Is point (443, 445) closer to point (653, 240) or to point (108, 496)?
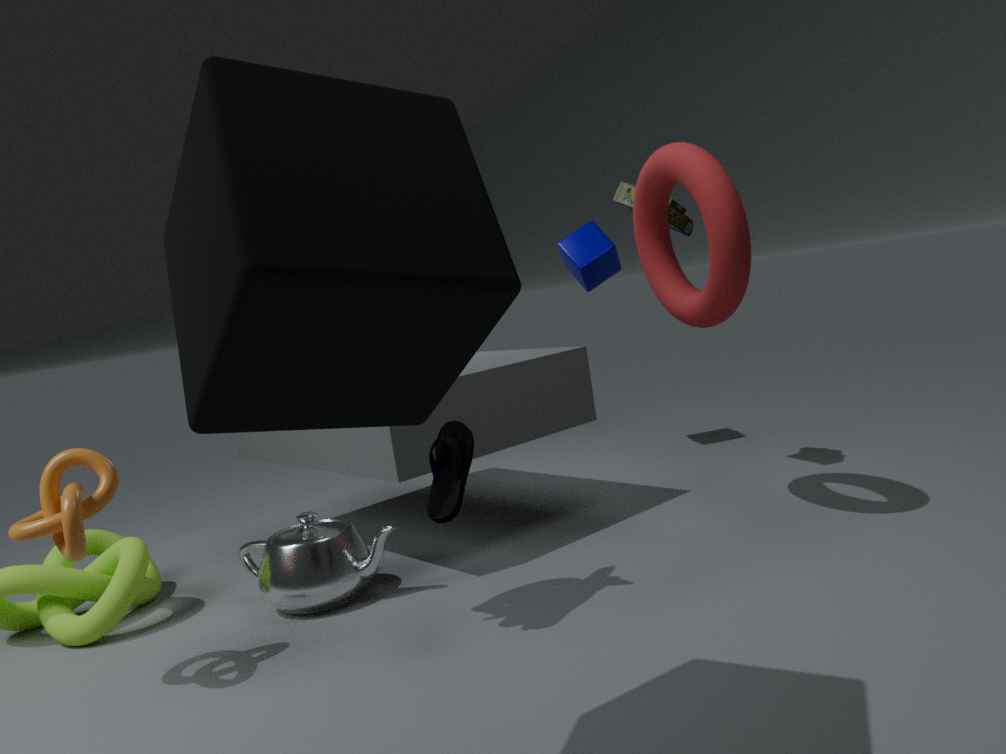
point (108, 496)
